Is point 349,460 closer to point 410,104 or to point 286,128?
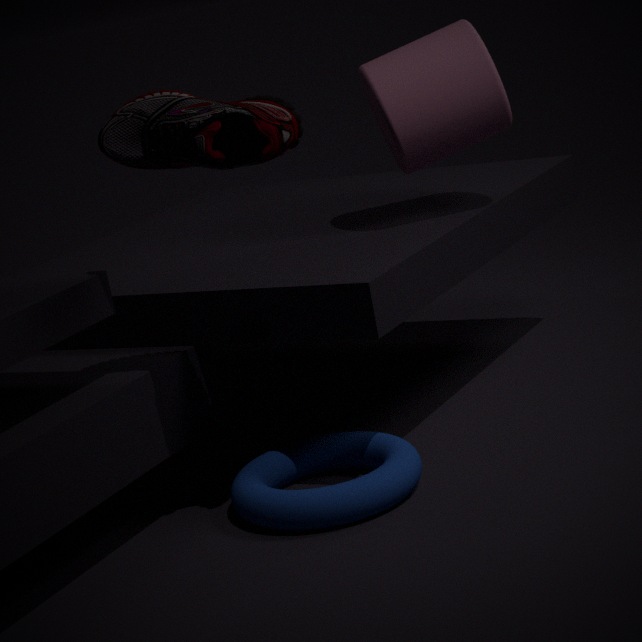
point 286,128
